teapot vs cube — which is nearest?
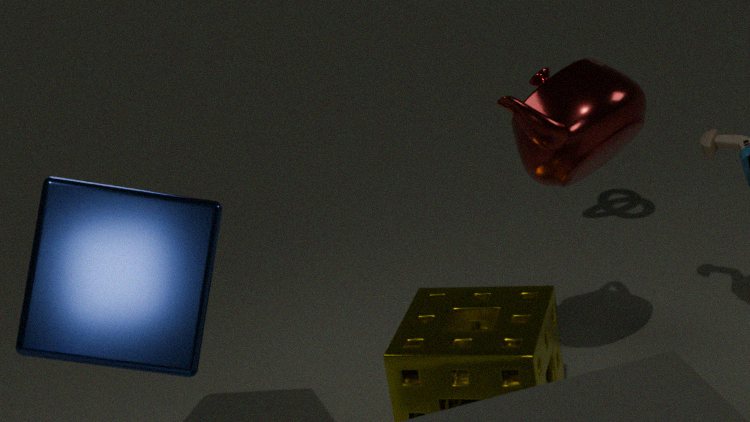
cube
